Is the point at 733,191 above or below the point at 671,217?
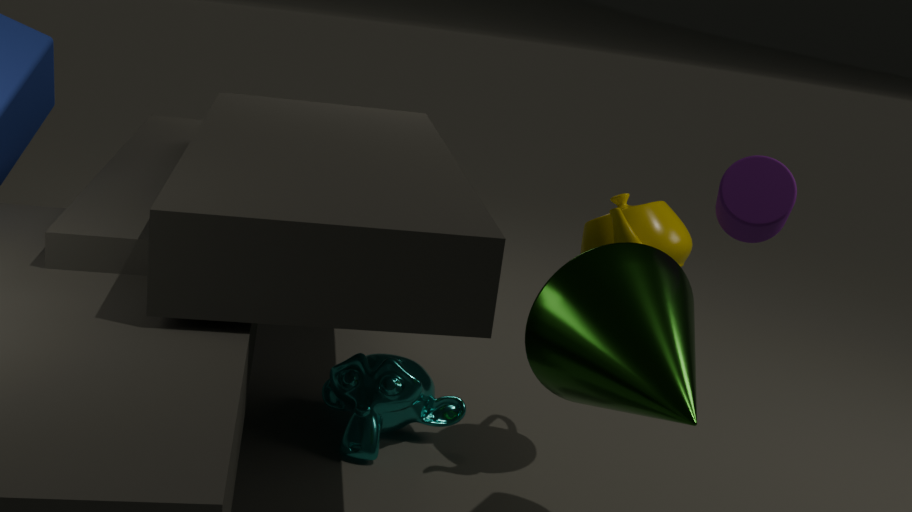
above
